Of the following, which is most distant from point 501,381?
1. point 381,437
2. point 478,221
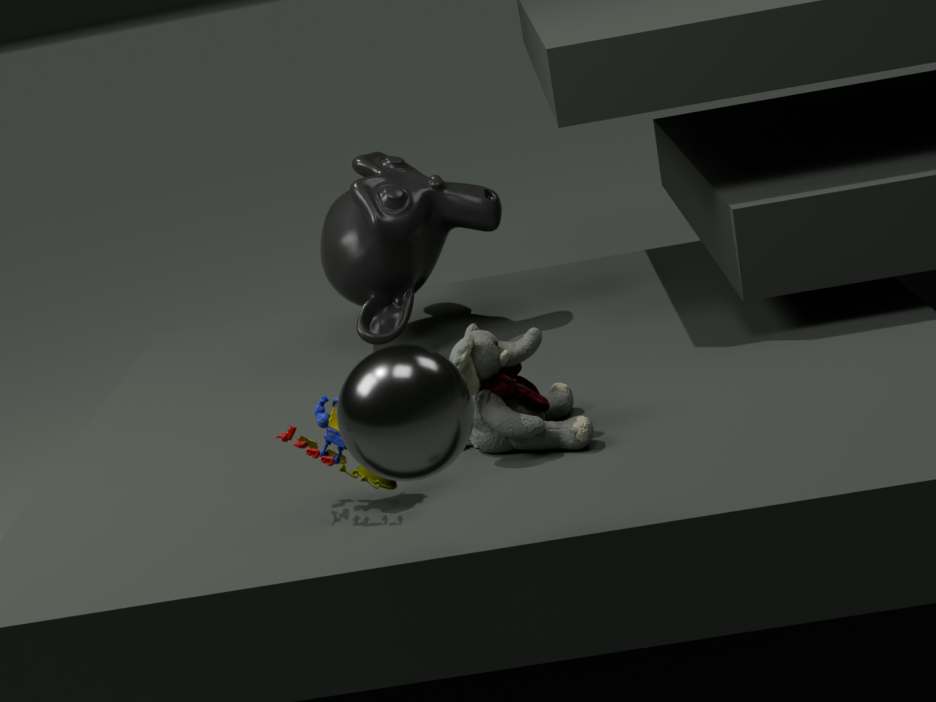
point 478,221
